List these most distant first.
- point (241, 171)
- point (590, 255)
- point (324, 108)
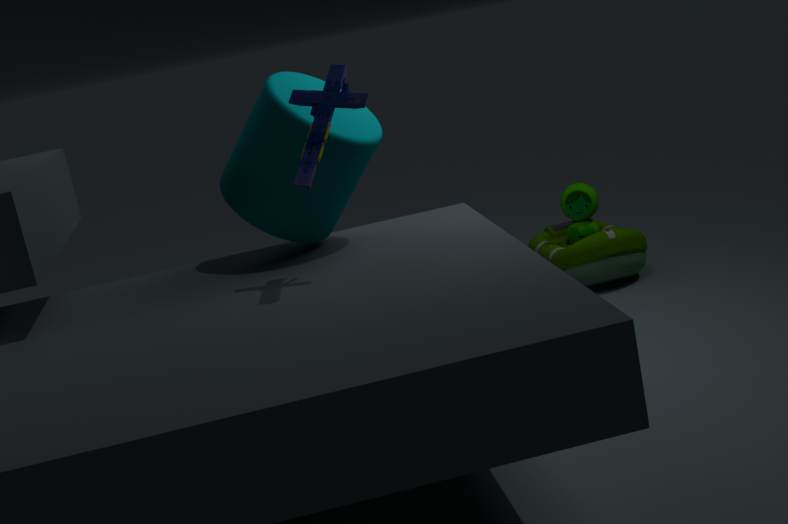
point (590, 255) < point (241, 171) < point (324, 108)
